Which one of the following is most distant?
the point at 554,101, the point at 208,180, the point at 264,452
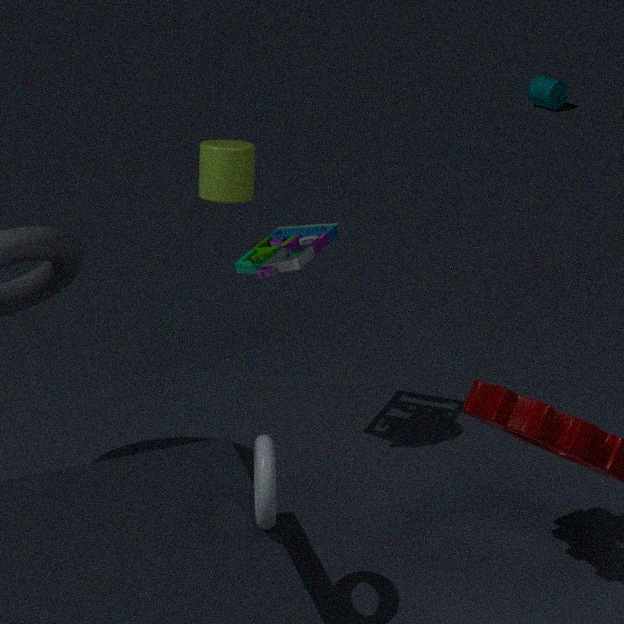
the point at 554,101
